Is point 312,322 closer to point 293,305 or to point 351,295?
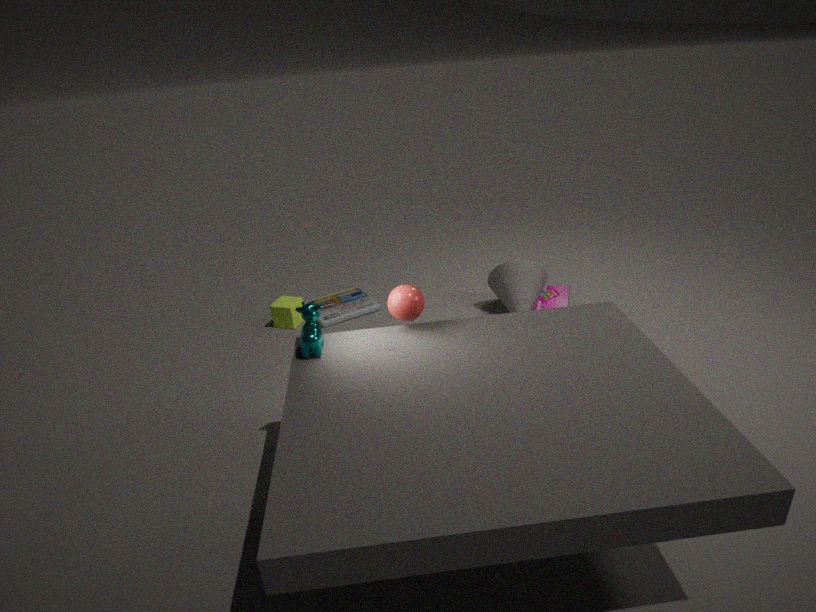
point 293,305
